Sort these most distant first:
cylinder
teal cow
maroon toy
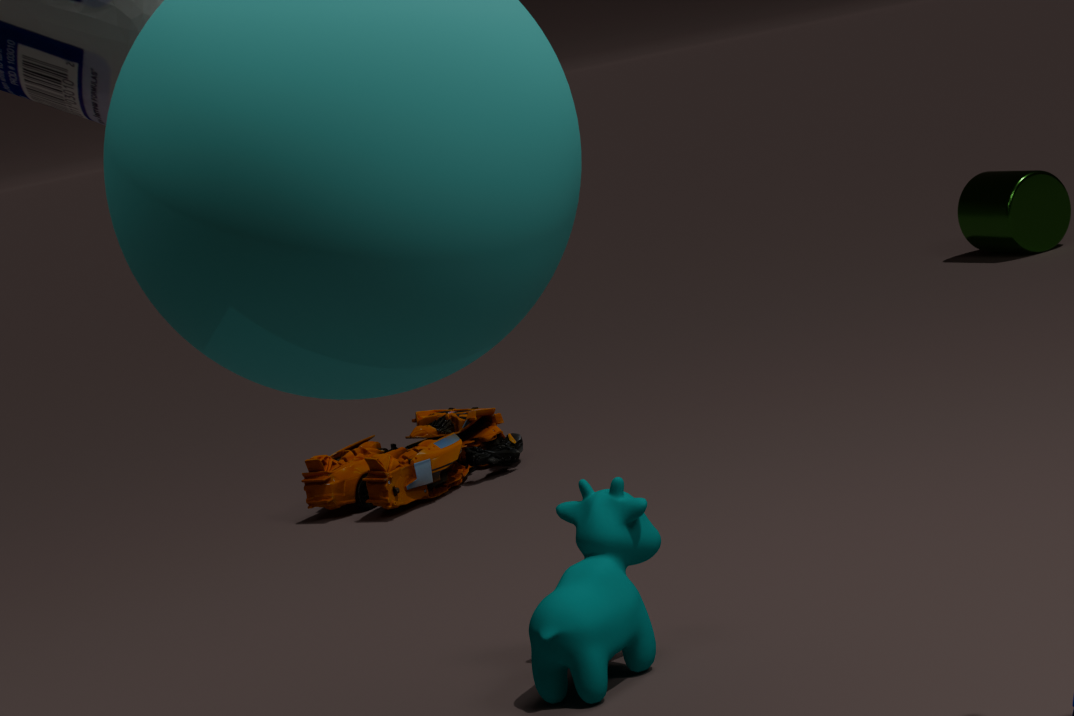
cylinder, maroon toy, teal cow
